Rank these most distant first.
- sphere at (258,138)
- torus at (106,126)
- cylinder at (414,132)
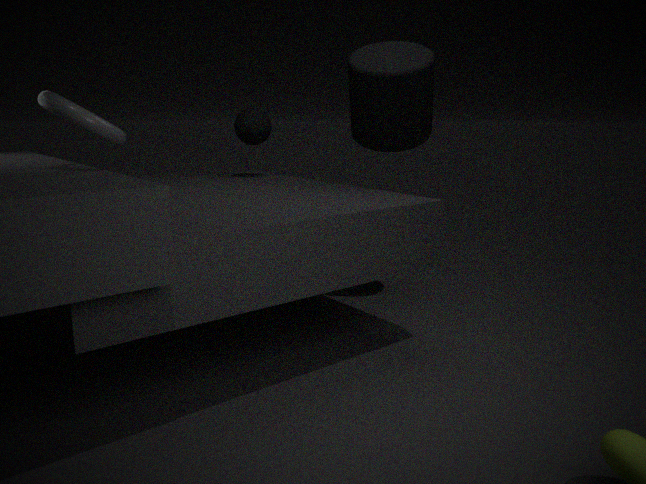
sphere at (258,138)
cylinder at (414,132)
torus at (106,126)
